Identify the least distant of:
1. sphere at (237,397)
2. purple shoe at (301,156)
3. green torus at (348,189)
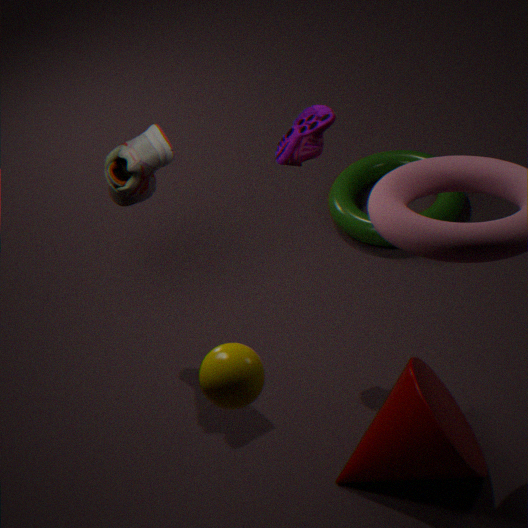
sphere at (237,397)
